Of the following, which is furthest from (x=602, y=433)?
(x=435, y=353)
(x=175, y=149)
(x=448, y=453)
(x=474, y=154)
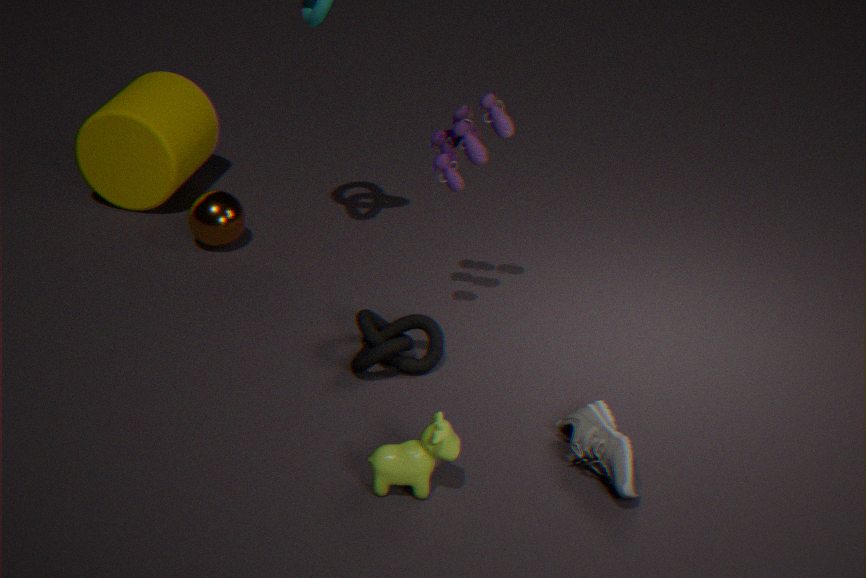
(x=175, y=149)
